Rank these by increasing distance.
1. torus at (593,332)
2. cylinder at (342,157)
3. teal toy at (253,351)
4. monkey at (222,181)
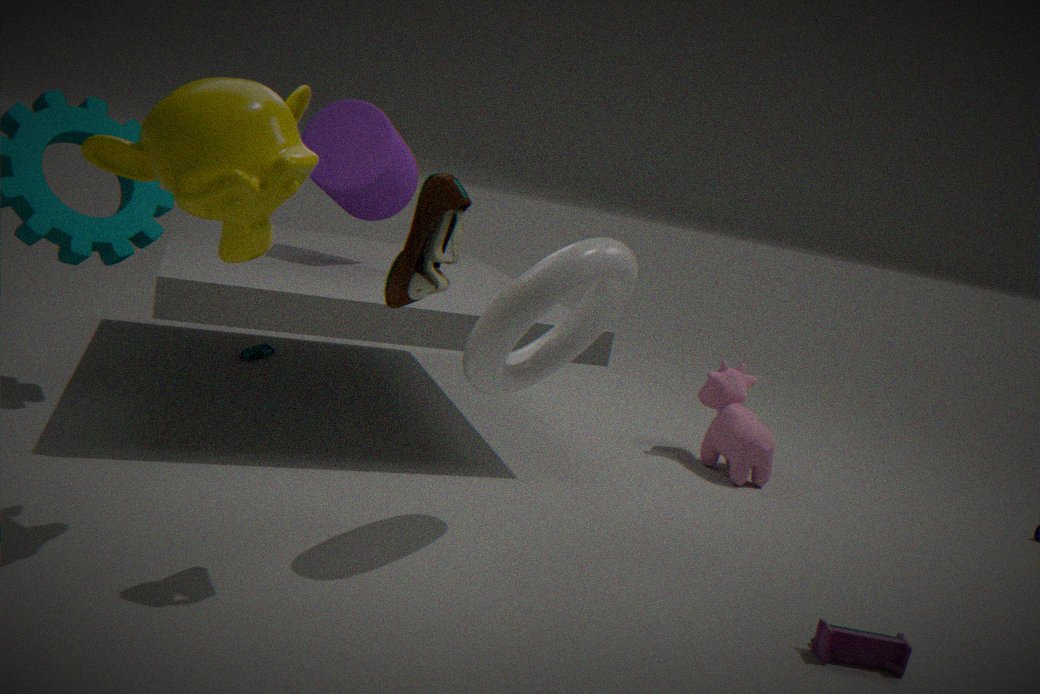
monkey at (222,181) → torus at (593,332) → cylinder at (342,157) → teal toy at (253,351)
